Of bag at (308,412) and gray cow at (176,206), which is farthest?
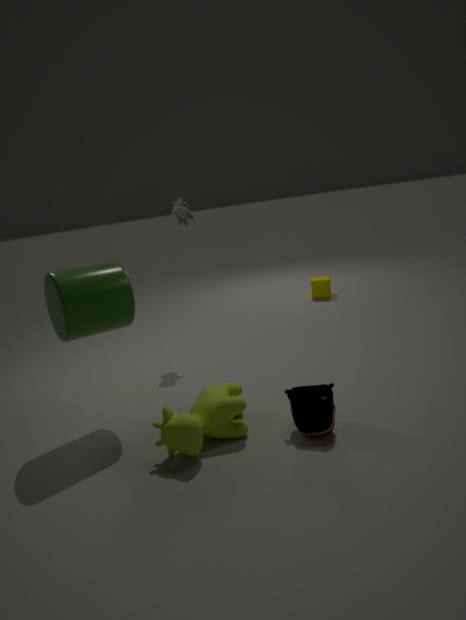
gray cow at (176,206)
